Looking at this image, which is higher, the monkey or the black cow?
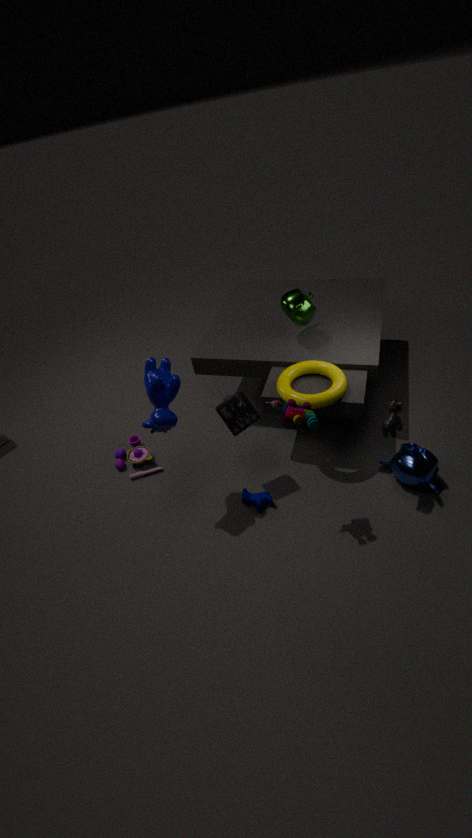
the black cow
